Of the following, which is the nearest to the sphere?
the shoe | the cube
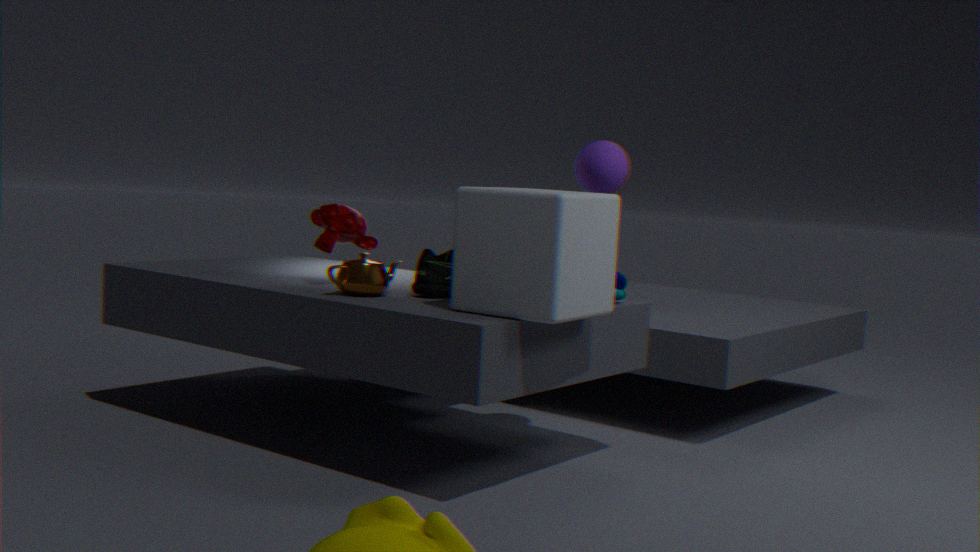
the cube
